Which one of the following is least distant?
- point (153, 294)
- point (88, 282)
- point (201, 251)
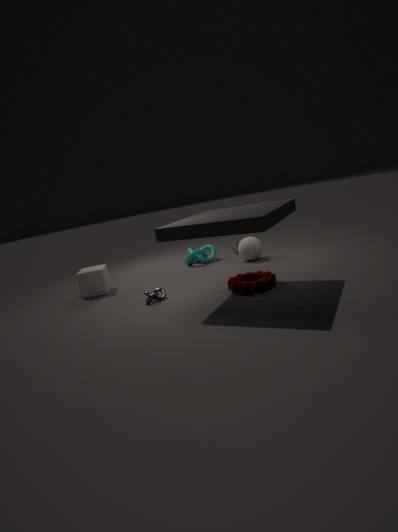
point (153, 294)
